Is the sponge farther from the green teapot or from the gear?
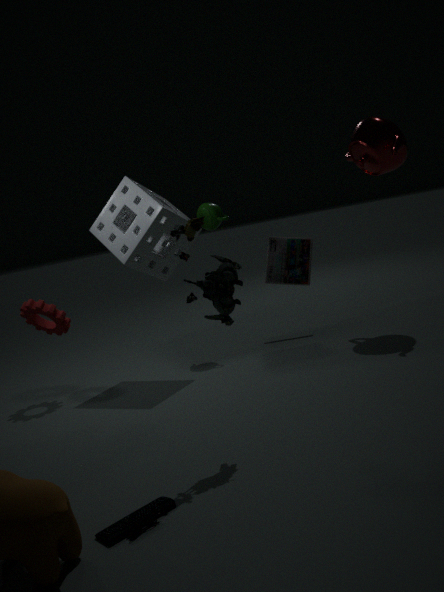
the gear
